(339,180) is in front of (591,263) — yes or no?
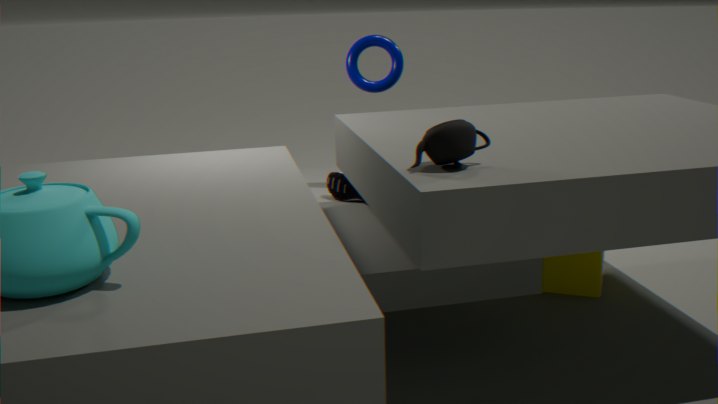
No
